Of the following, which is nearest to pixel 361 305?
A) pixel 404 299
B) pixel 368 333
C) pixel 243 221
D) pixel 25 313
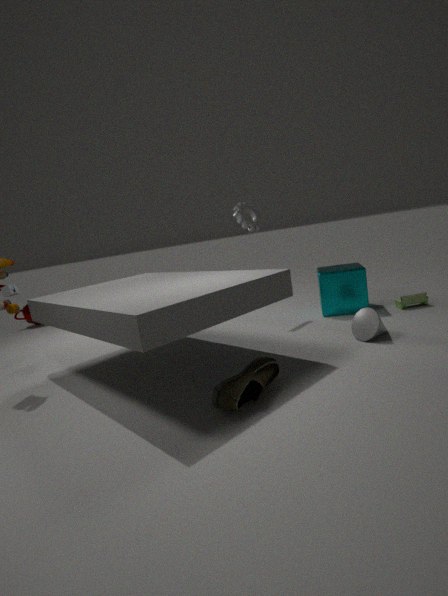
pixel 404 299
